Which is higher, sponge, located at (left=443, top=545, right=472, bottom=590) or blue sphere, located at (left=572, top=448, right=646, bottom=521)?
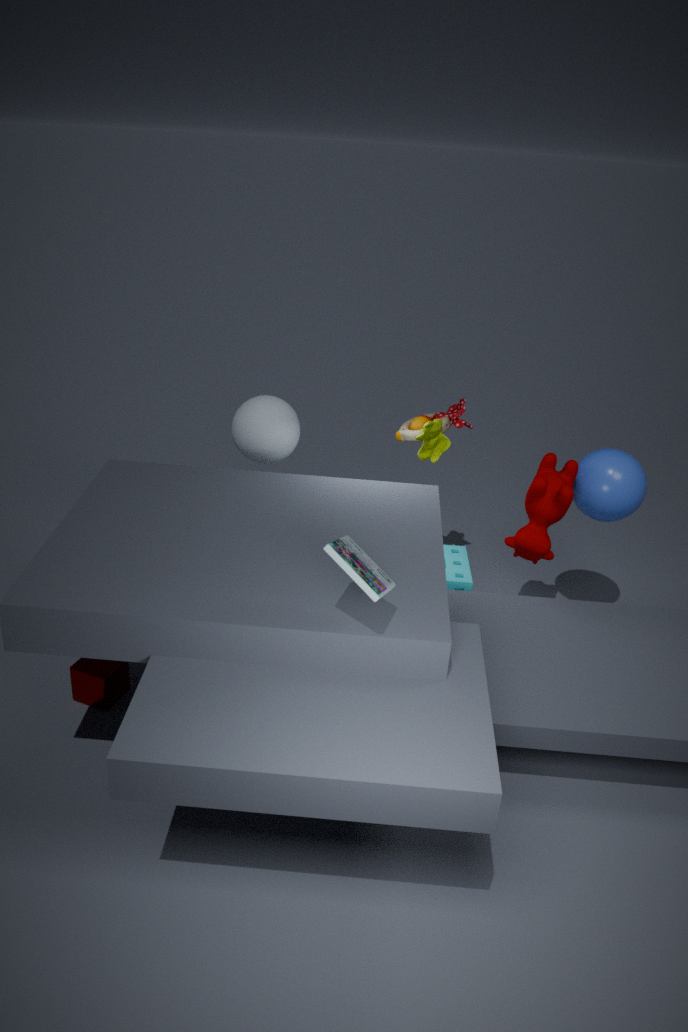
blue sphere, located at (left=572, top=448, right=646, bottom=521)
